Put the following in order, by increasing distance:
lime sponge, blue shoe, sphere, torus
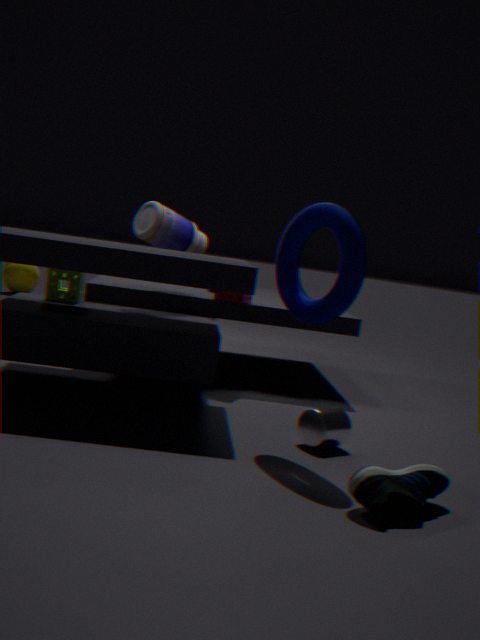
blue shoe < torus < lime sponge < sphere
